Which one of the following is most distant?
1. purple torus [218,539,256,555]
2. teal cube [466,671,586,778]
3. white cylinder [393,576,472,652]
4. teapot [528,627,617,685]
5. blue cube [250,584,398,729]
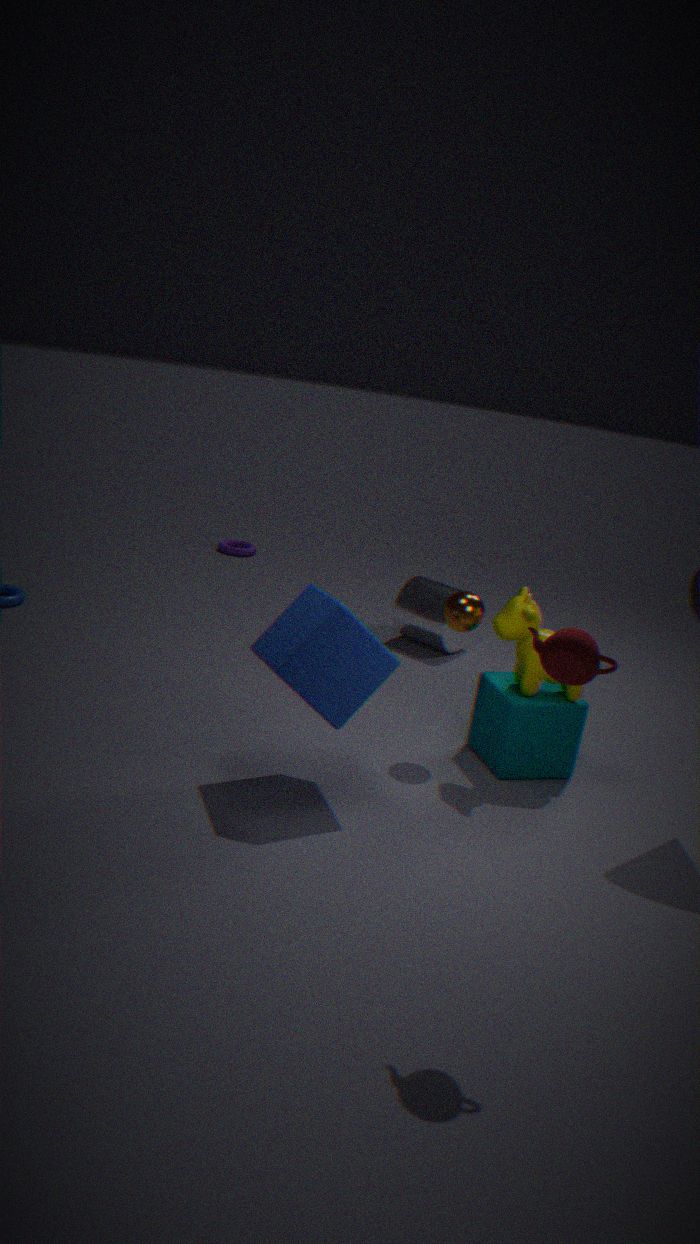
purple torus [218,539,256,555]
